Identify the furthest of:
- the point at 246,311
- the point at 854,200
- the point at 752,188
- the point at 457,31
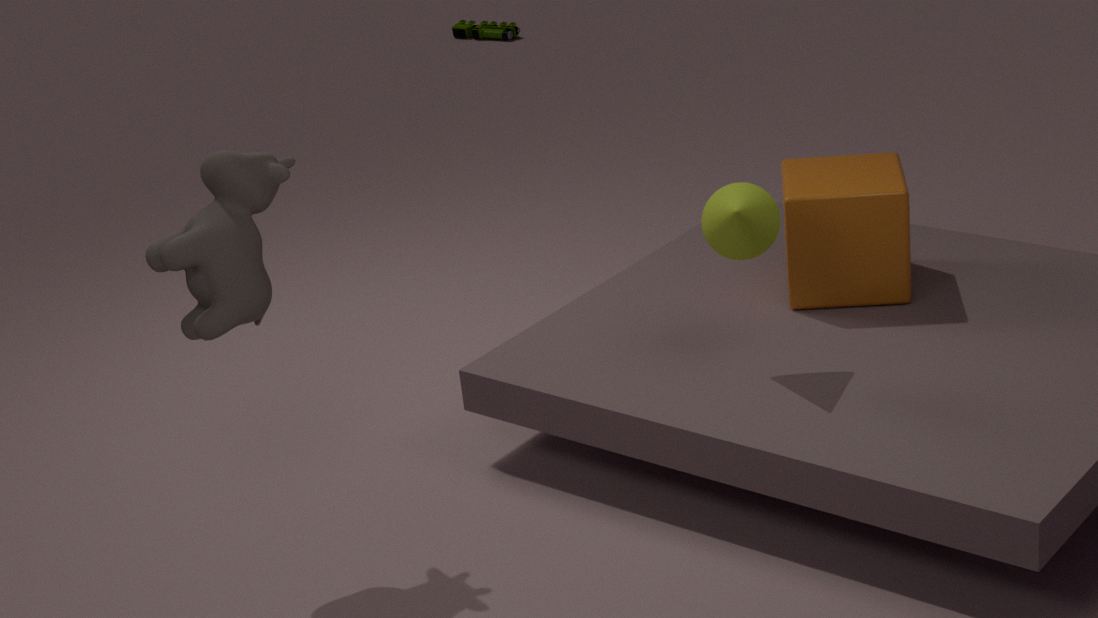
the point at 457,31
